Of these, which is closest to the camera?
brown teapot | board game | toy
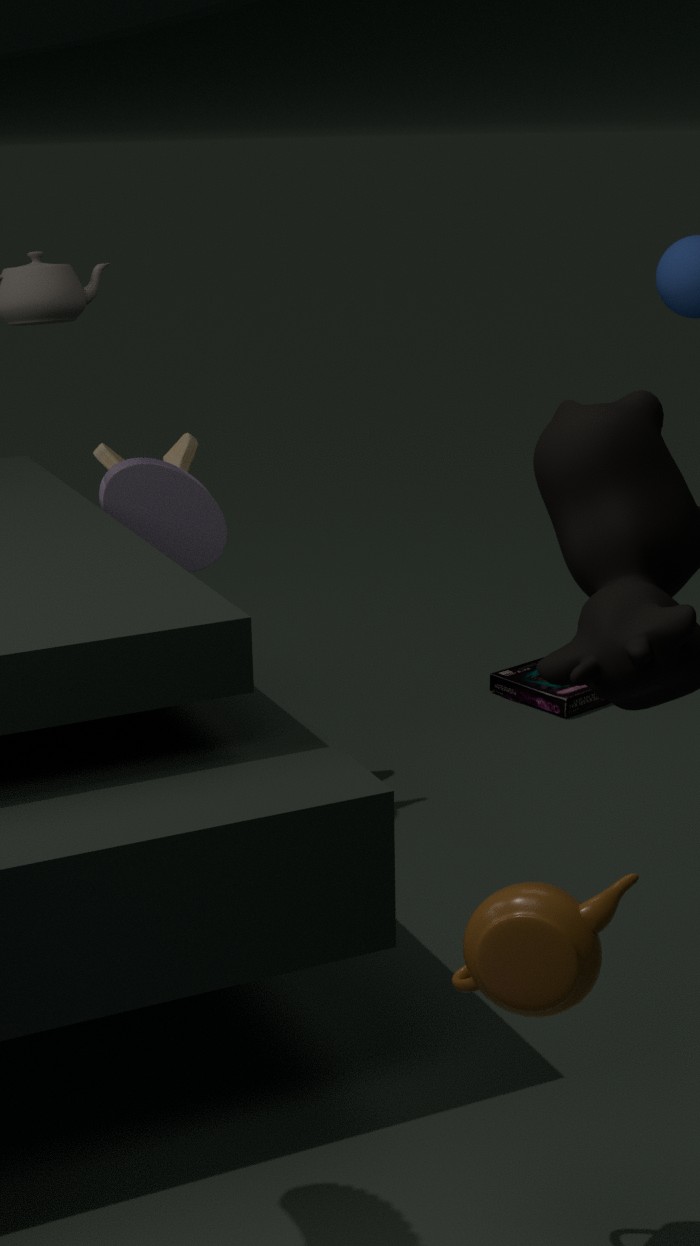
brown teapot
